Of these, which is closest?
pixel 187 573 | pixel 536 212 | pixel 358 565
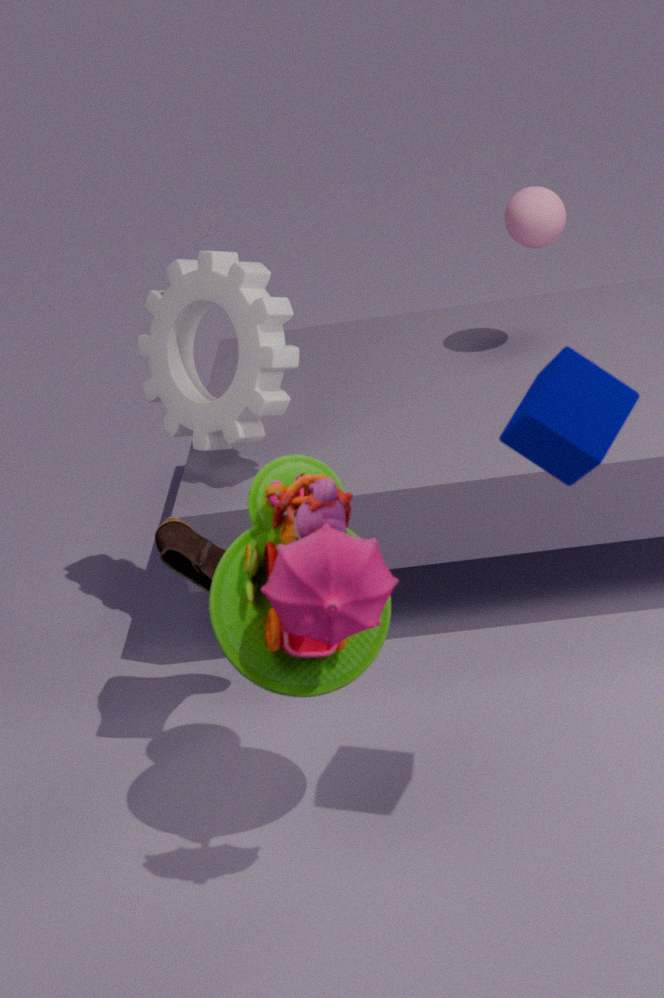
pixel 358 565
